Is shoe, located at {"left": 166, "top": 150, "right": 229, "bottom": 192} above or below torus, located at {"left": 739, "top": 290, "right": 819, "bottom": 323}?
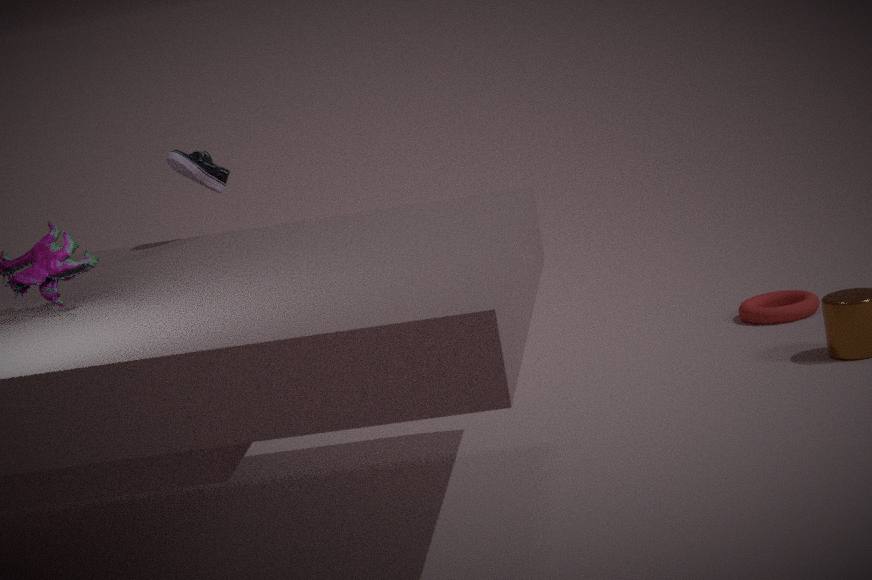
above
